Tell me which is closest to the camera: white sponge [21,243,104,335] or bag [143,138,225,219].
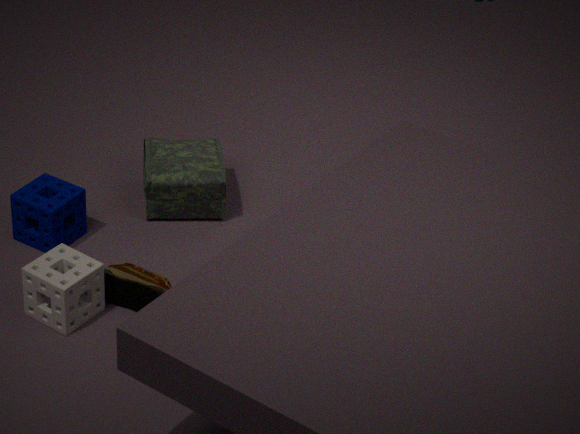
white sponge [21,243,104,335]
